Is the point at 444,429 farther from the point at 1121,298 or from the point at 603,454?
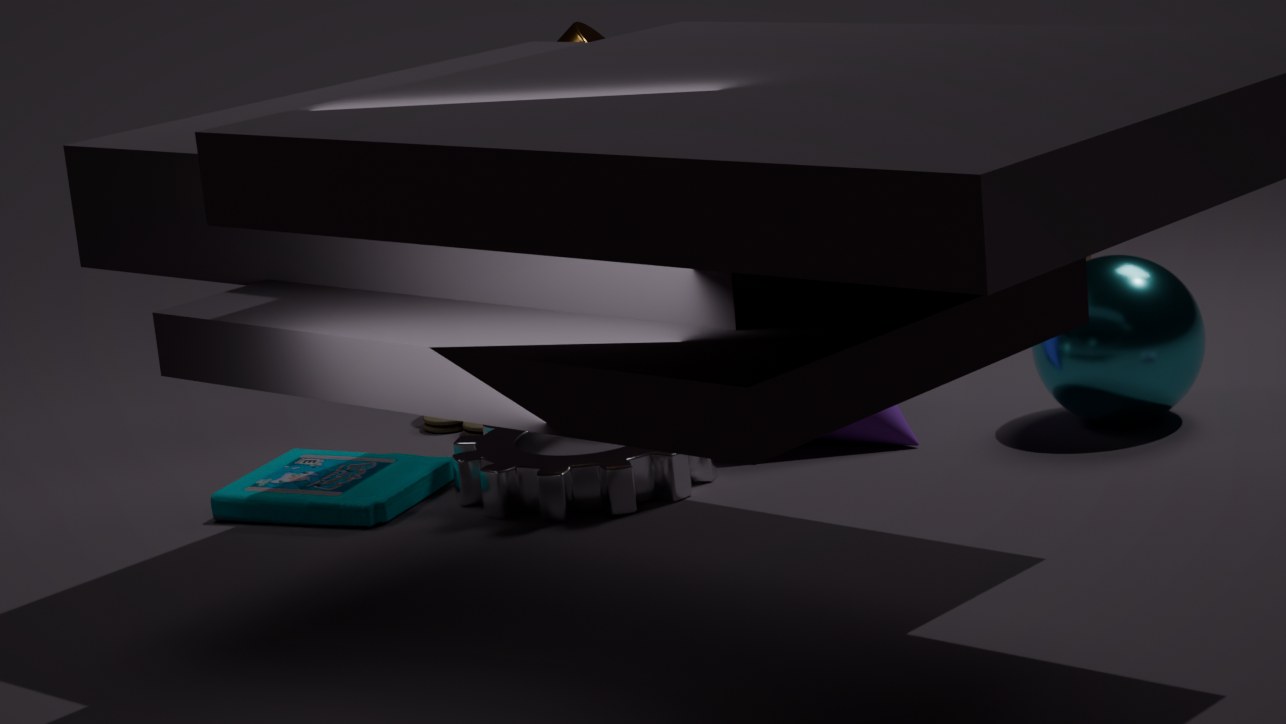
the point at 1121,298
